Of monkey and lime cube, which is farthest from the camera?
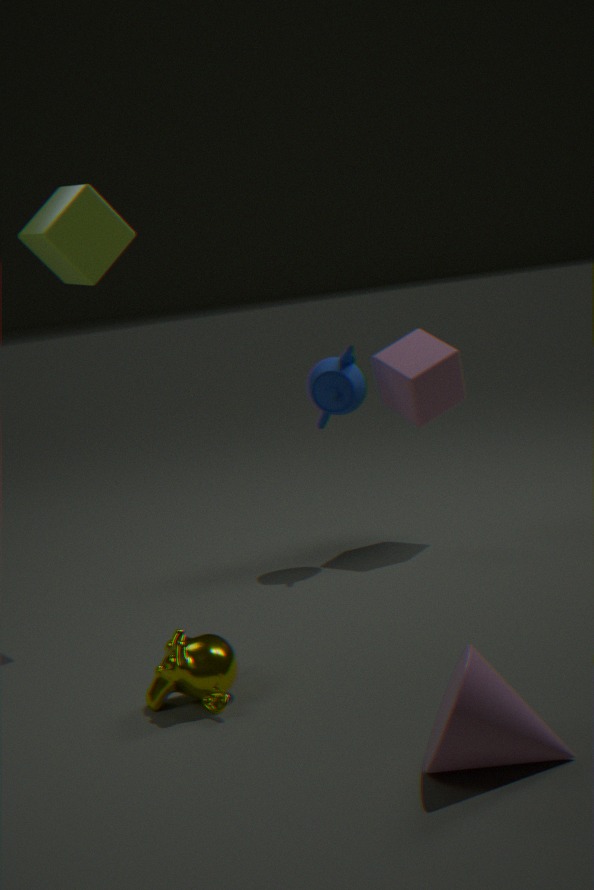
lime cube
